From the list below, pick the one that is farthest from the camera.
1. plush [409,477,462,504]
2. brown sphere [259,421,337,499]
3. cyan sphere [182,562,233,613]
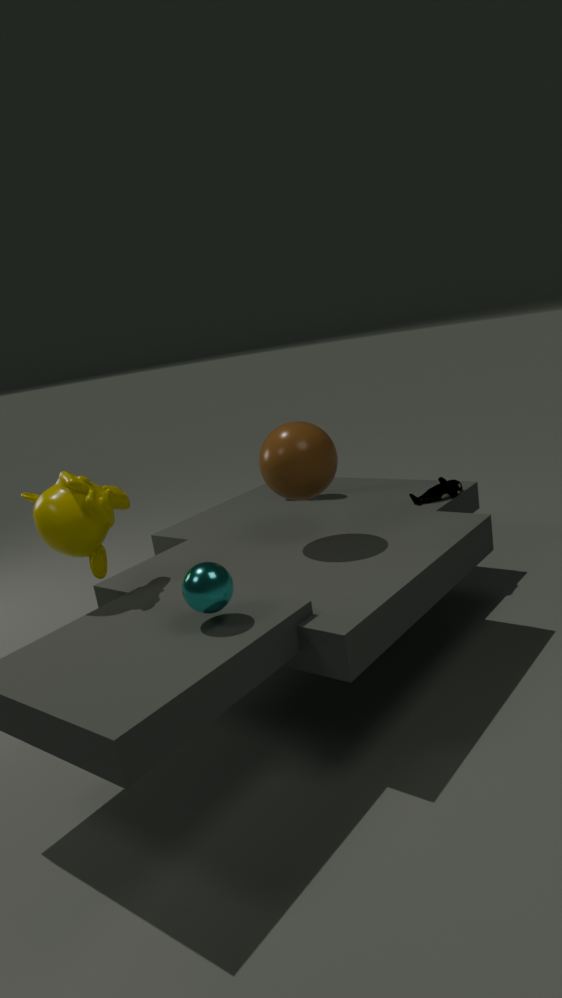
plush [409,477,462,504]
